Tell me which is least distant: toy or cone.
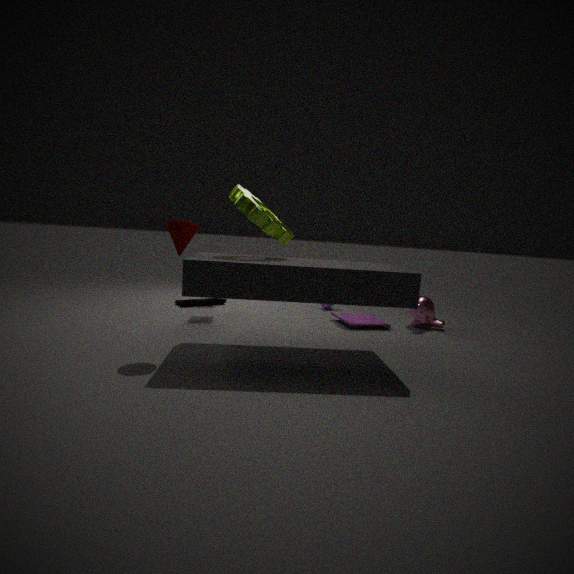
cone
